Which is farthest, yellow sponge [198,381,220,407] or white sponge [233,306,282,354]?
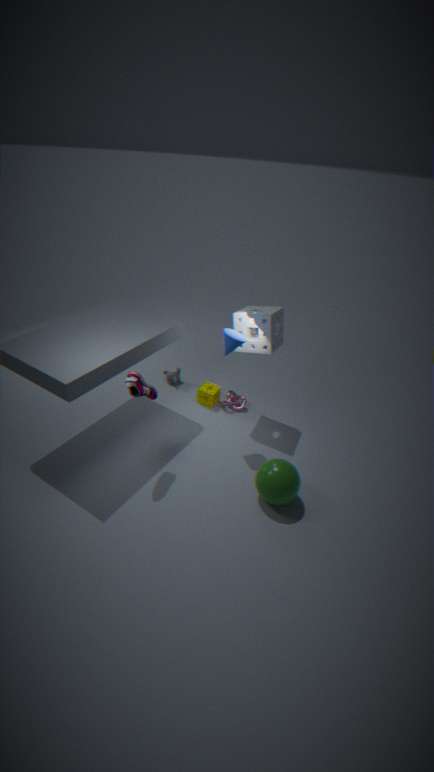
yellow sponge [198,381,220,407]
